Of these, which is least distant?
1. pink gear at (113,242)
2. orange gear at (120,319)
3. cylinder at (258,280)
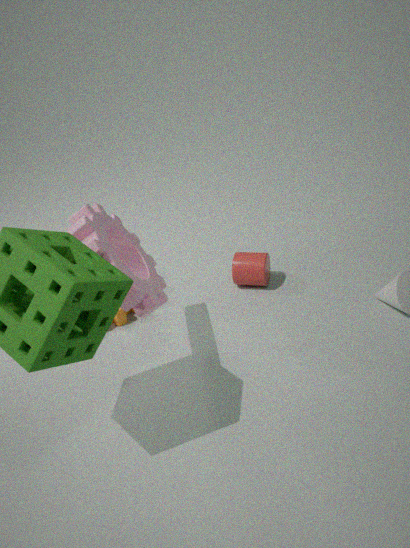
pink gear at (113,242)
